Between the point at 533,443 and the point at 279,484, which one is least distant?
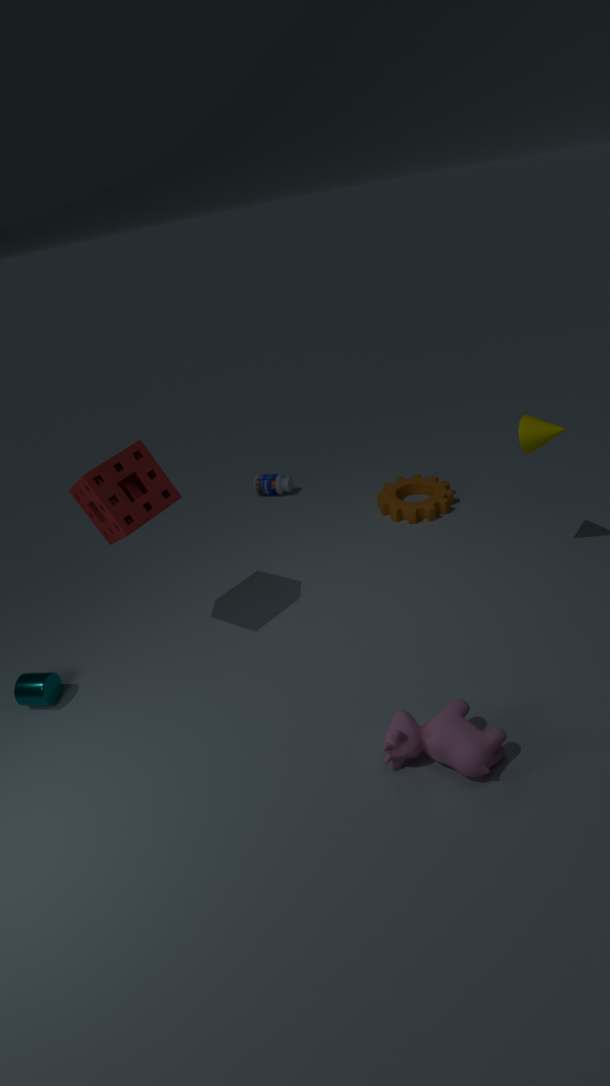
the point at 533,443
